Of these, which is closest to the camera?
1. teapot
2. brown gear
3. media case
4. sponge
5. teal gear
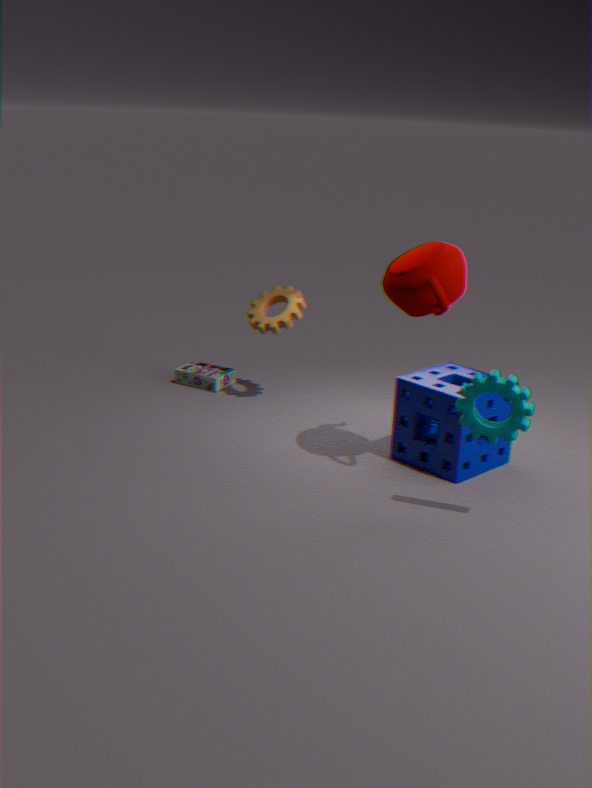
teal gear
